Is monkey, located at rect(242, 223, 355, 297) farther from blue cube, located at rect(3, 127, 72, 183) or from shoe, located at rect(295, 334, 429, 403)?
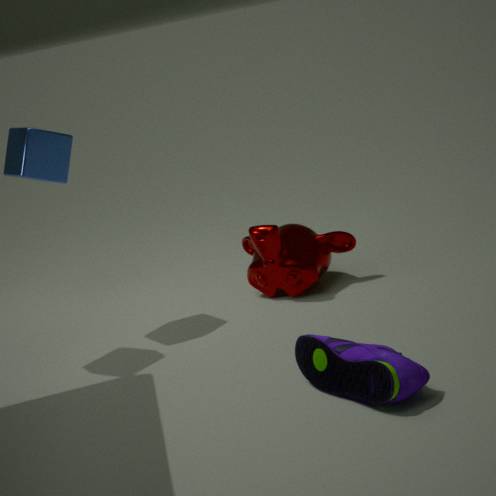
blue cube, located at rect(3, 127, 72, 183)
